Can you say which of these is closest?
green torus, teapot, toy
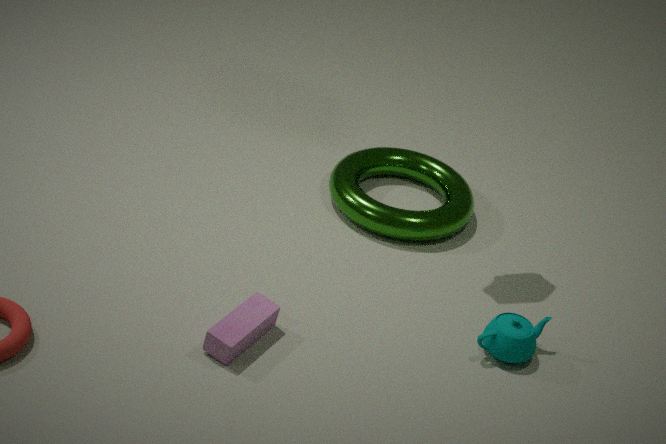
toy
